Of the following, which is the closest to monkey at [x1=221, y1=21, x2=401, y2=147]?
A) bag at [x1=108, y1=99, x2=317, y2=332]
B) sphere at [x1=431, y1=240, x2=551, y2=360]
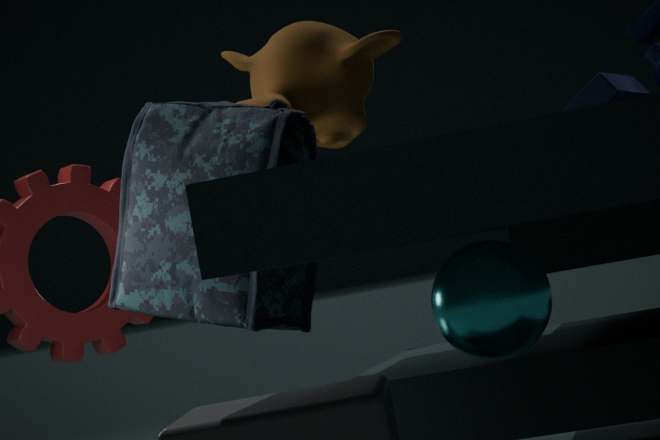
bag at [x1=108, y1=99, x2=317, y2=332]
